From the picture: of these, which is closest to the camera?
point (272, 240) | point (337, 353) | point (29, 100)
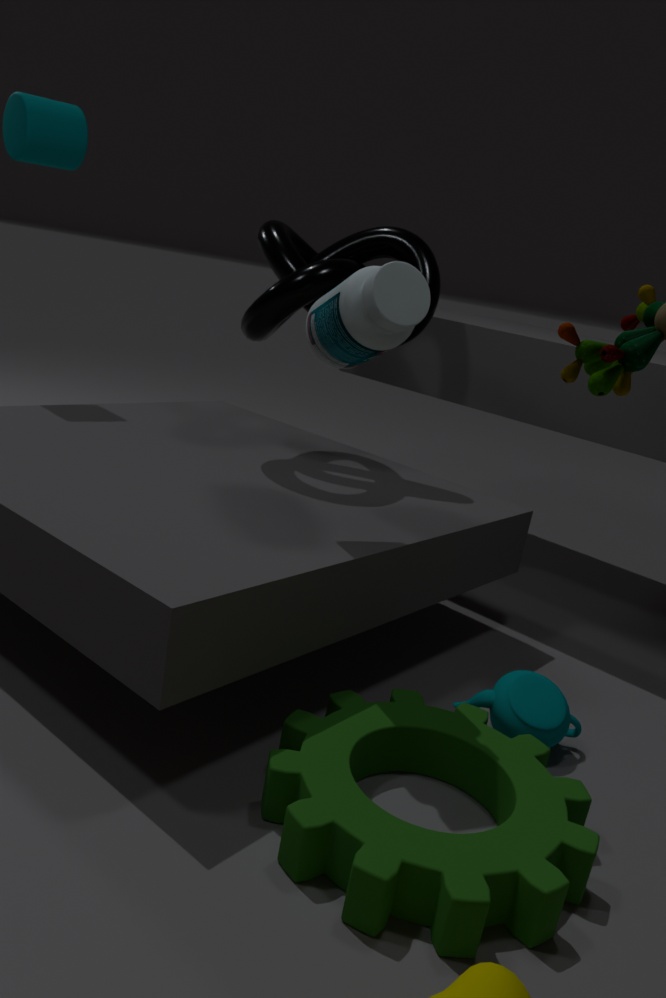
point (337, 353)
